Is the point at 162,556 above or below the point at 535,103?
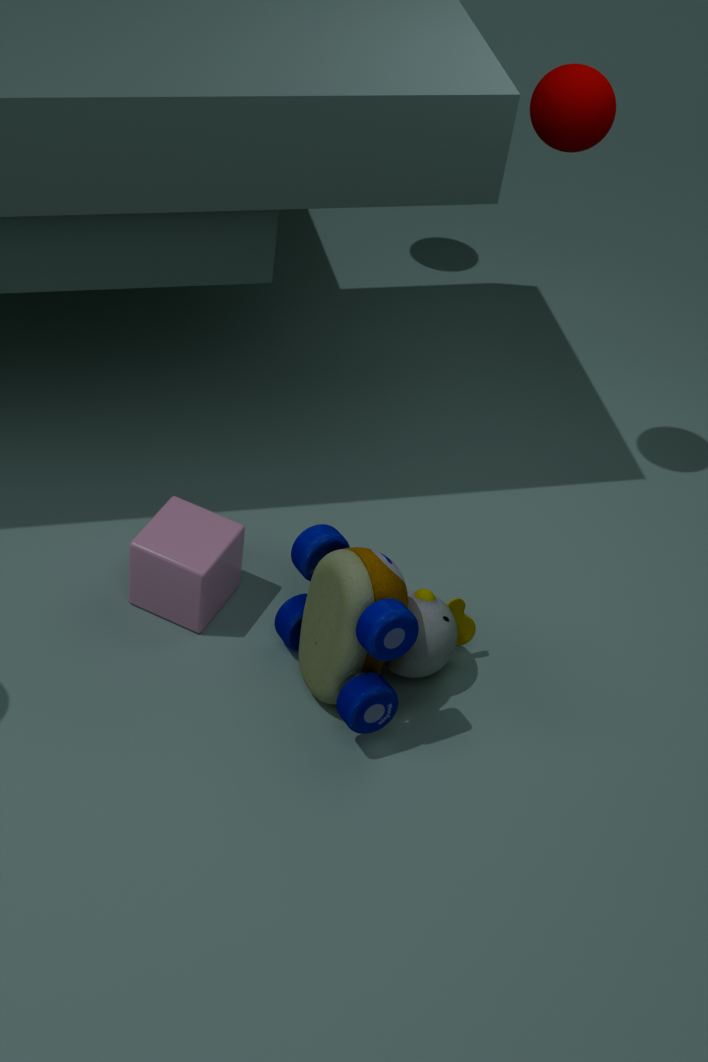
below
